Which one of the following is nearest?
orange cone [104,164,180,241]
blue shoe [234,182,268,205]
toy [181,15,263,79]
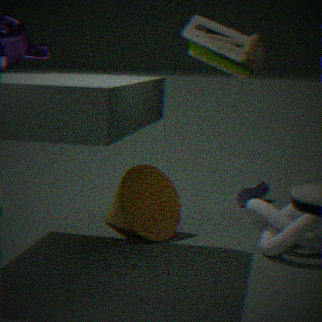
toy [181,15,263,79]
